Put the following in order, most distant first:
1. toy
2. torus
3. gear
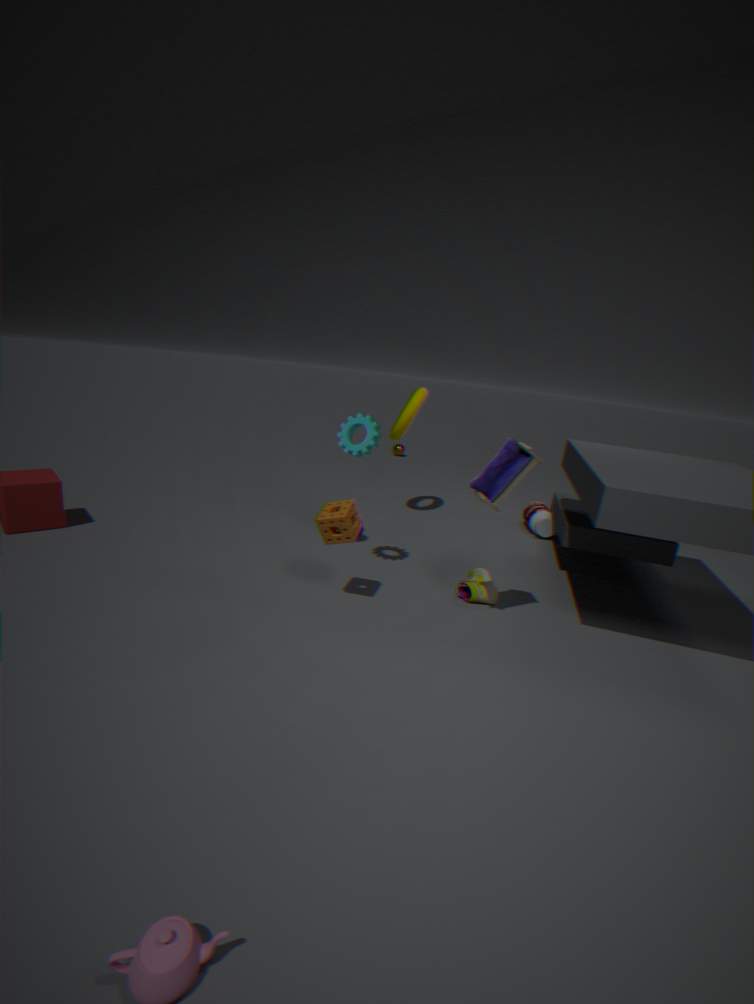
1. torus
2. gear
3. toy
